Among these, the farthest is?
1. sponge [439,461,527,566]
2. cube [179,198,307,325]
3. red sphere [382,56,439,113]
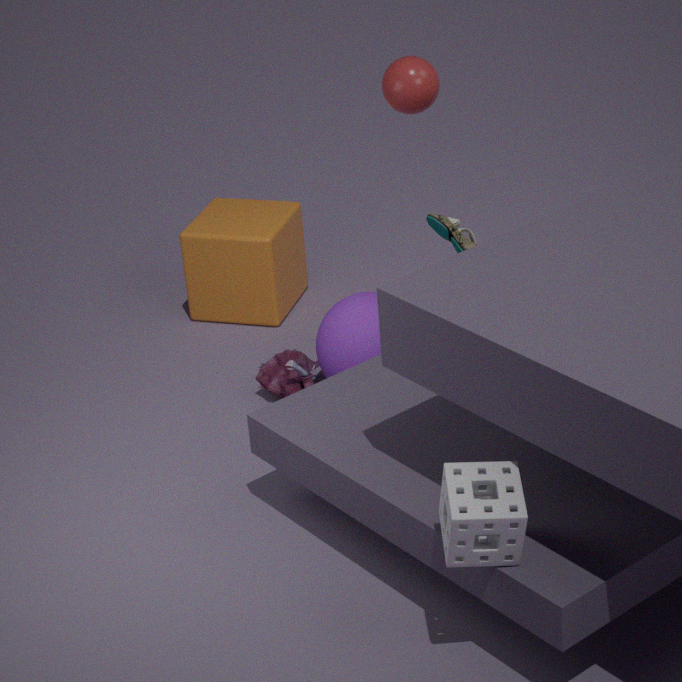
cube [179,198,307,325]
